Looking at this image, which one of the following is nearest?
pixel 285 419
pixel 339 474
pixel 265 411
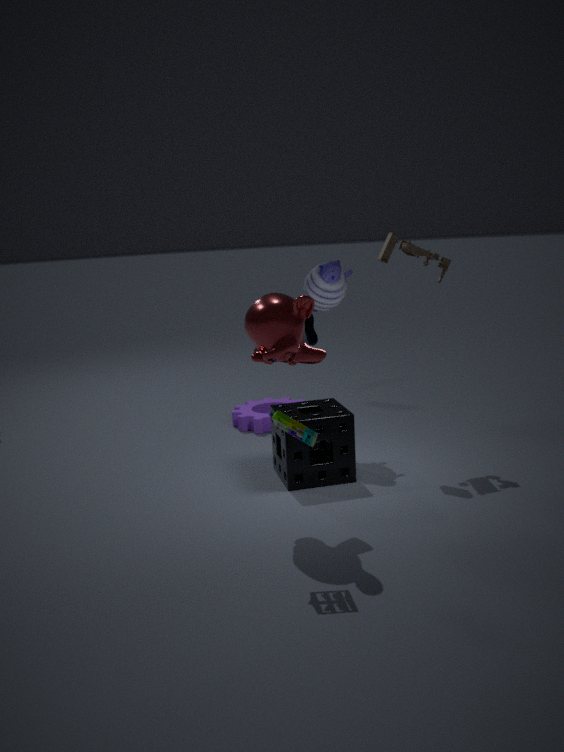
pixel 285 419
